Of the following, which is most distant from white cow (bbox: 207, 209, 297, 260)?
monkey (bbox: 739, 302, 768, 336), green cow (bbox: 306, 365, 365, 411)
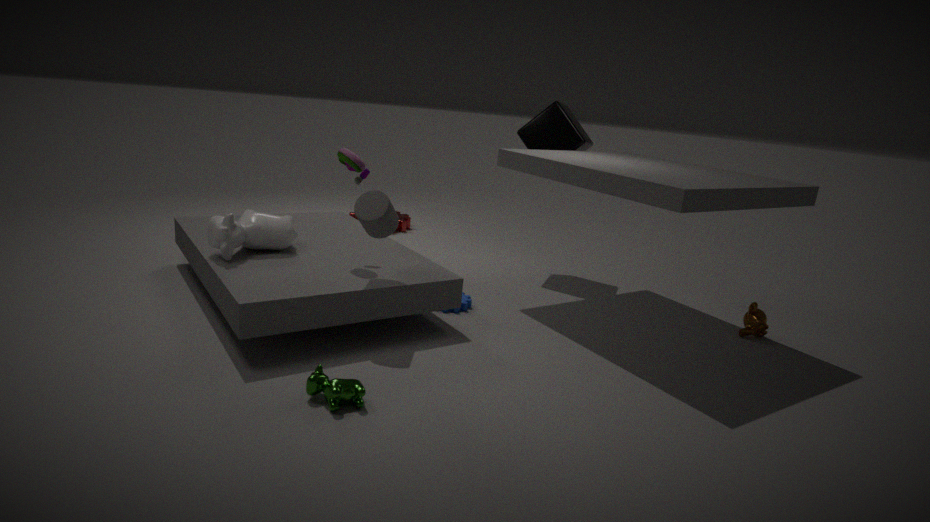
monkey (bbox: 739, 302, 768, 336)
